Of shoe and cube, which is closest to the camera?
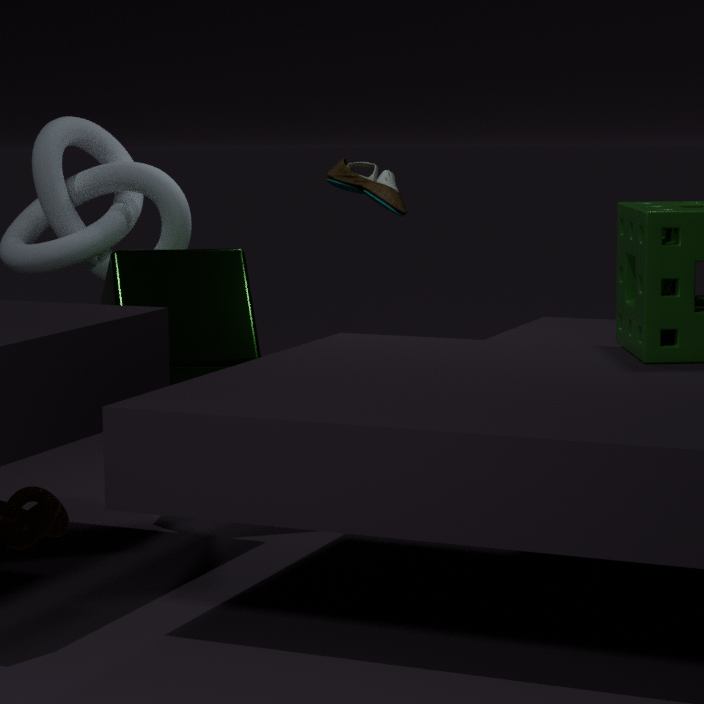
cube
